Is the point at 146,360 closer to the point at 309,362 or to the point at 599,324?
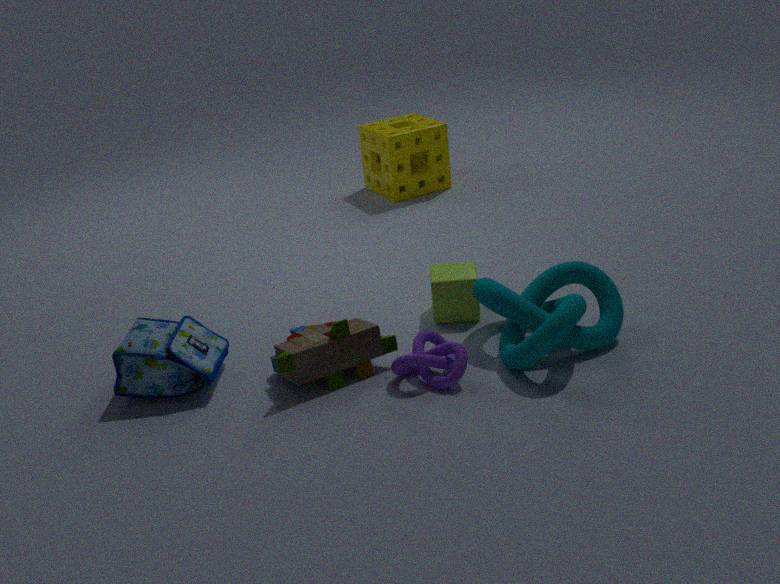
the point at 309,362
